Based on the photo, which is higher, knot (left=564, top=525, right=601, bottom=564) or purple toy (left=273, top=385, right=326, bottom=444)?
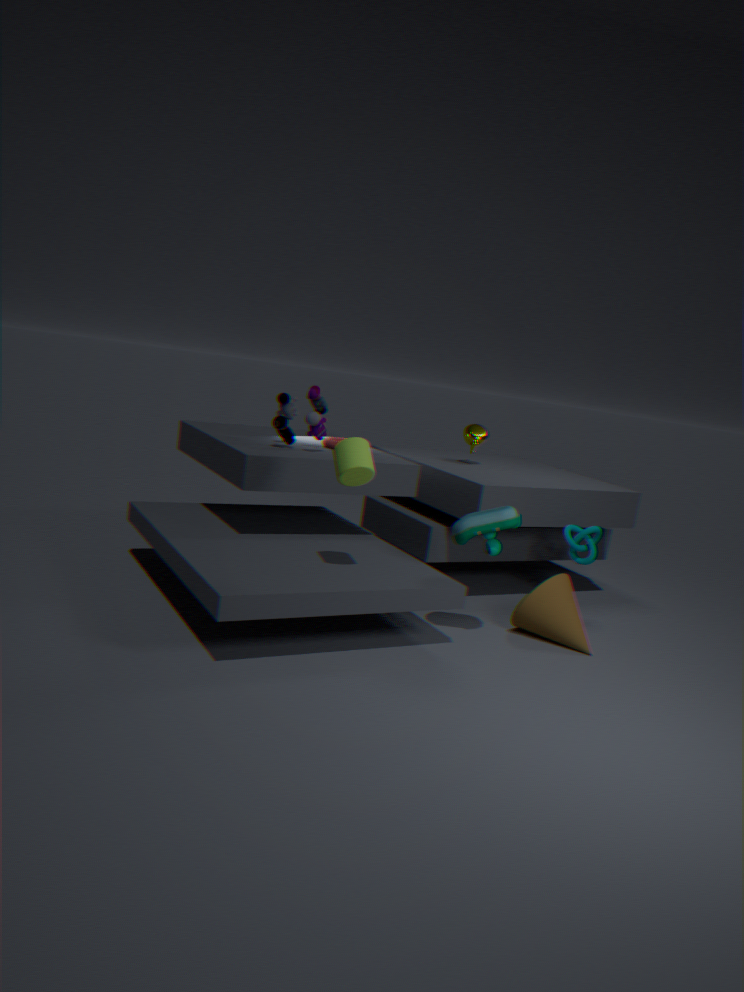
purple toy (left=273, top=385, right=326, bottom=444)
